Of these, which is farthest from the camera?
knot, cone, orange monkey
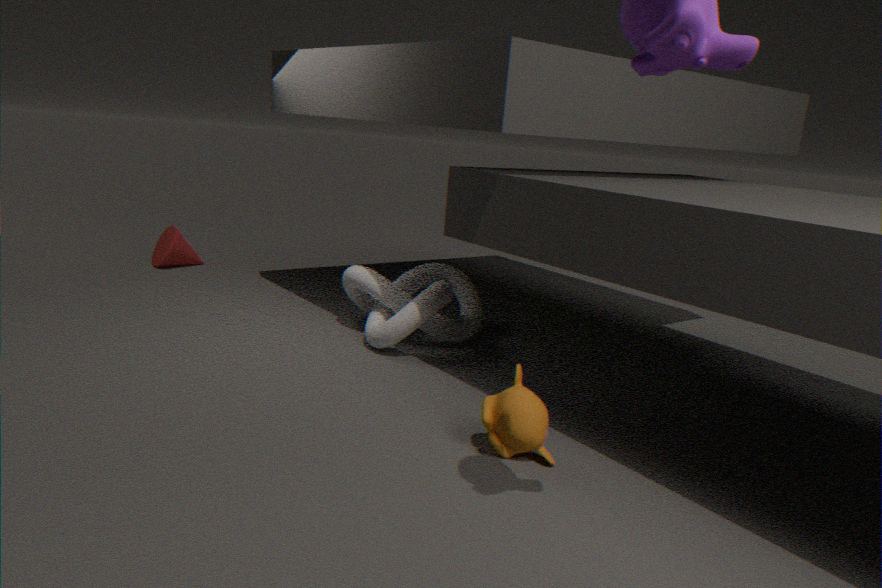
cone
